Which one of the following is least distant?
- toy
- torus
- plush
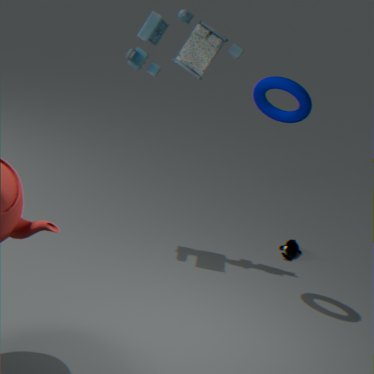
torus
